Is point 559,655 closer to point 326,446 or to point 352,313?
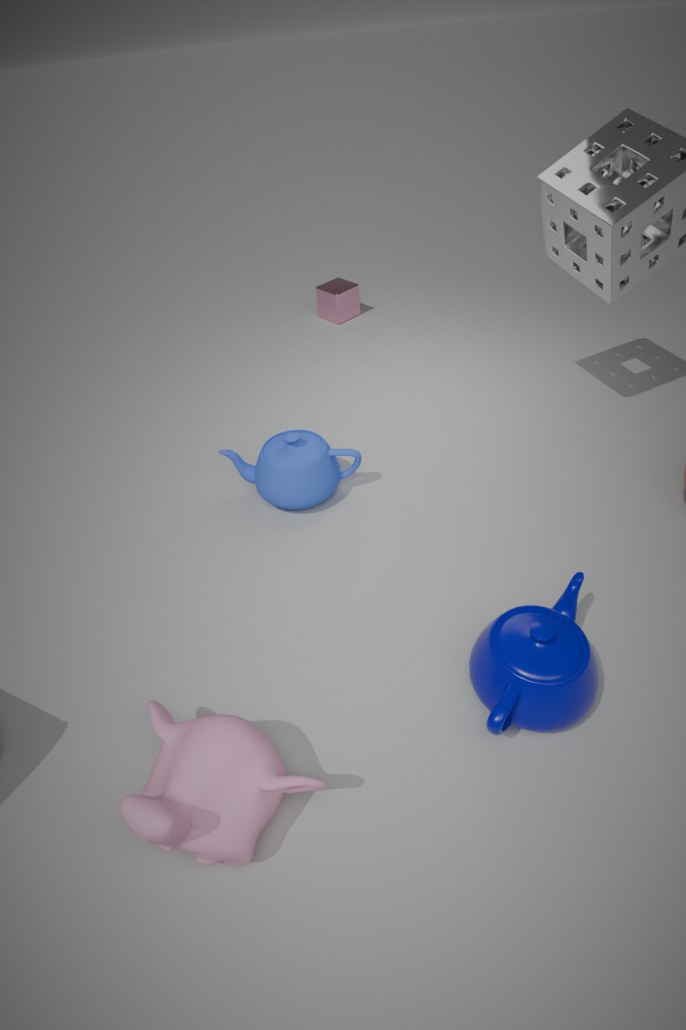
point 326,446
